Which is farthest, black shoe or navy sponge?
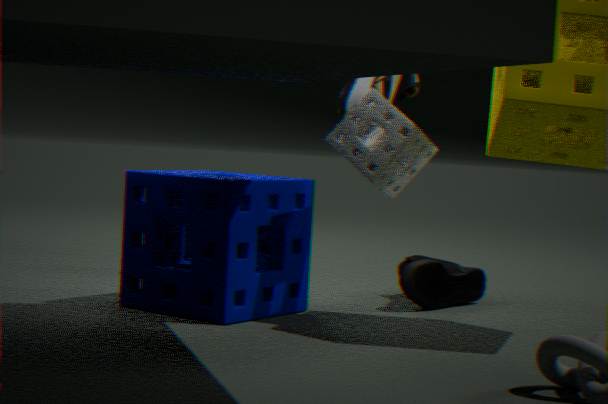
black shoe
